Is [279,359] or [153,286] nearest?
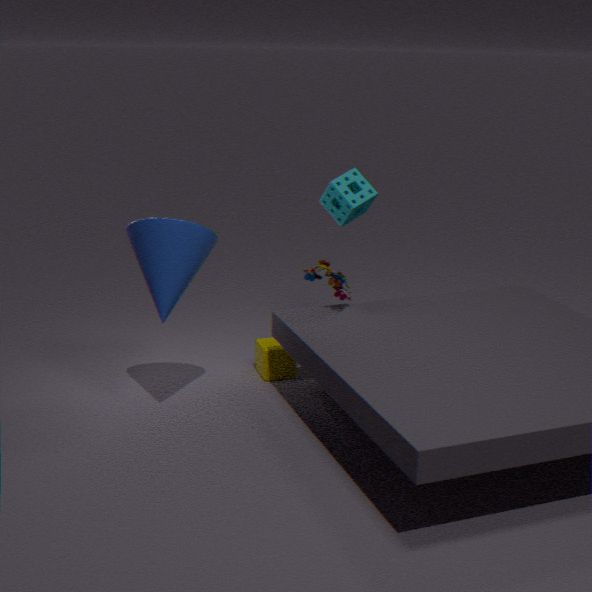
[153,286]
